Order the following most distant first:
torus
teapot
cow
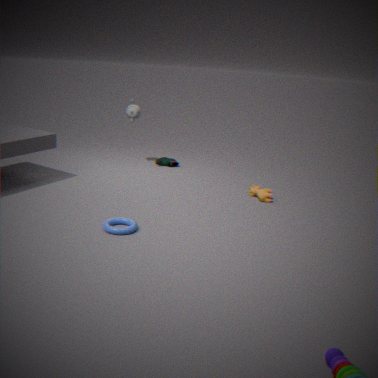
teapot → cow → torus
